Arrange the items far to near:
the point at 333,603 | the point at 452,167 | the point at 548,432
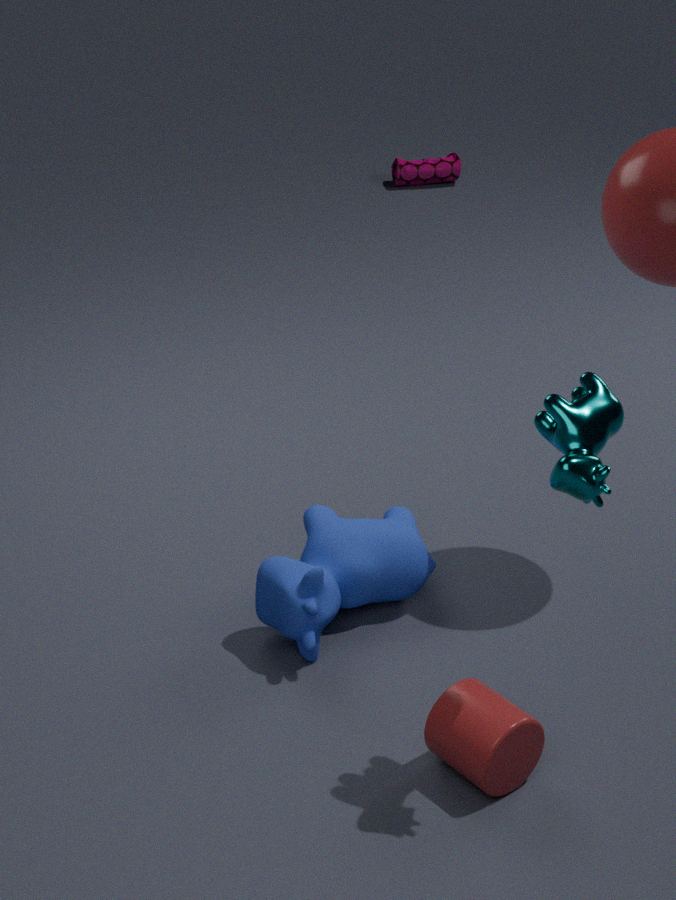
the point at 452,167 < the point at 333,603 < the point at 548,432
